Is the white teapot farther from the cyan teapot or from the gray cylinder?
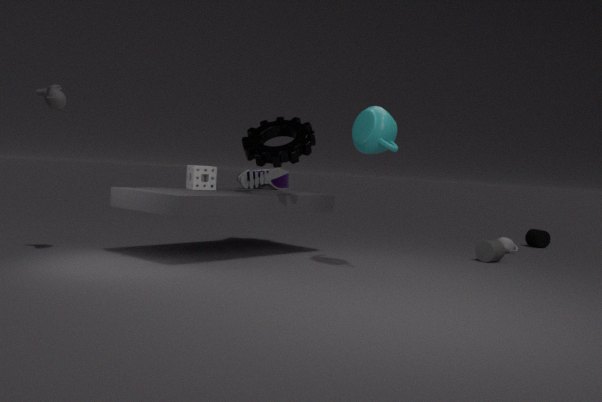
the cyan teapot
